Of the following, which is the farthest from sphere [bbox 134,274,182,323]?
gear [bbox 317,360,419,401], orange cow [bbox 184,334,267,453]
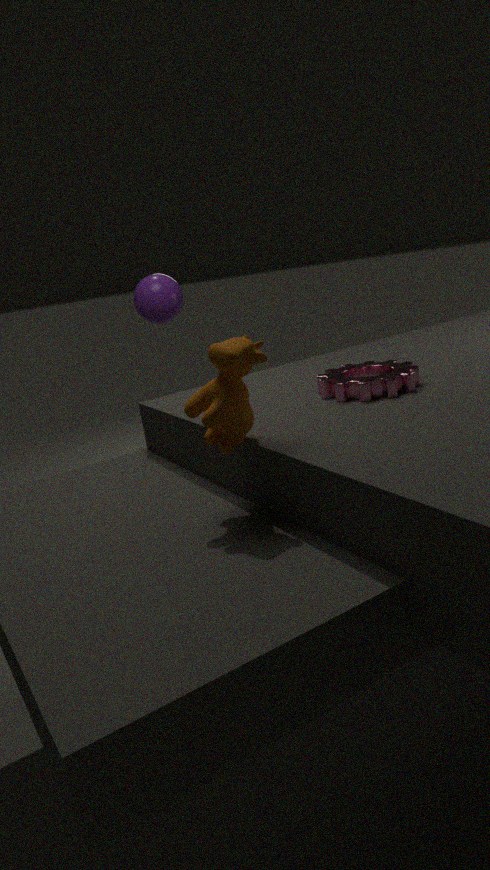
orange cow [bbox 184,334,267,453]
